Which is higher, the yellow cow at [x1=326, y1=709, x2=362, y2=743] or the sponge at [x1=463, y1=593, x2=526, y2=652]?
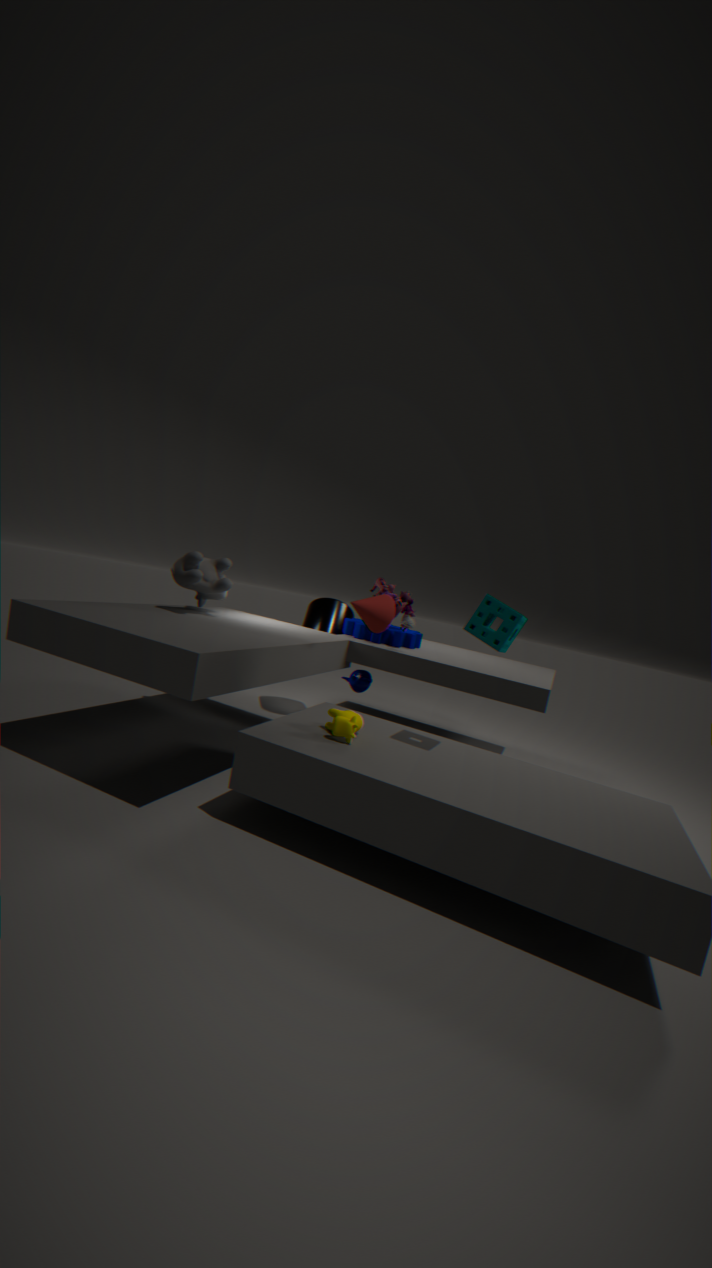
the sponge at [x1=463, y1=593, x2=526, y2=652]
